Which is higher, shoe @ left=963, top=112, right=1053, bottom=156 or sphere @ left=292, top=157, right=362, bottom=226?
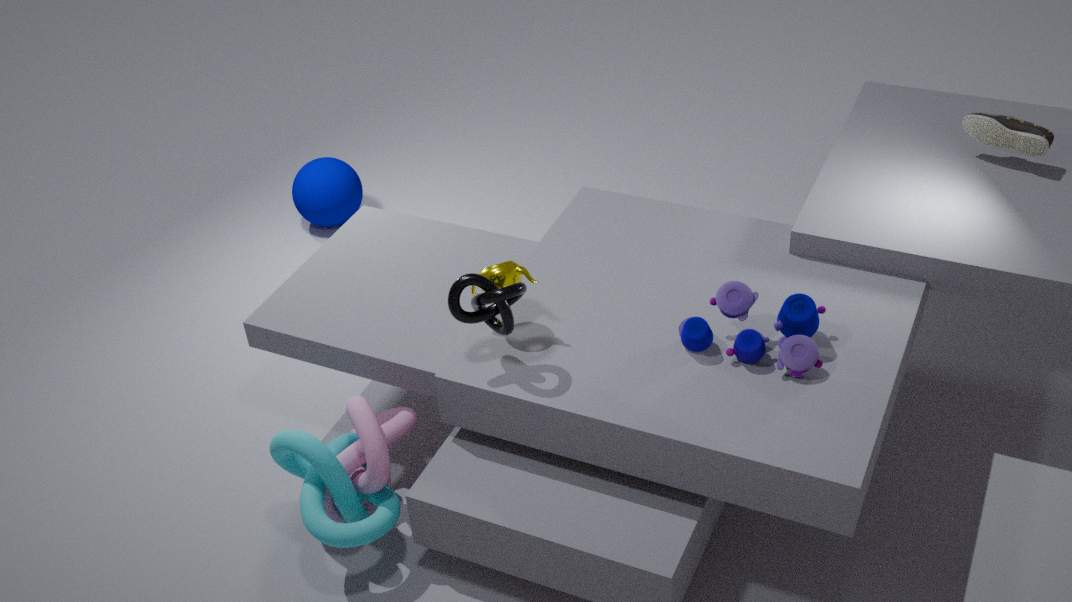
shoe @ left=963, top=112, right=1053, bottom=156
